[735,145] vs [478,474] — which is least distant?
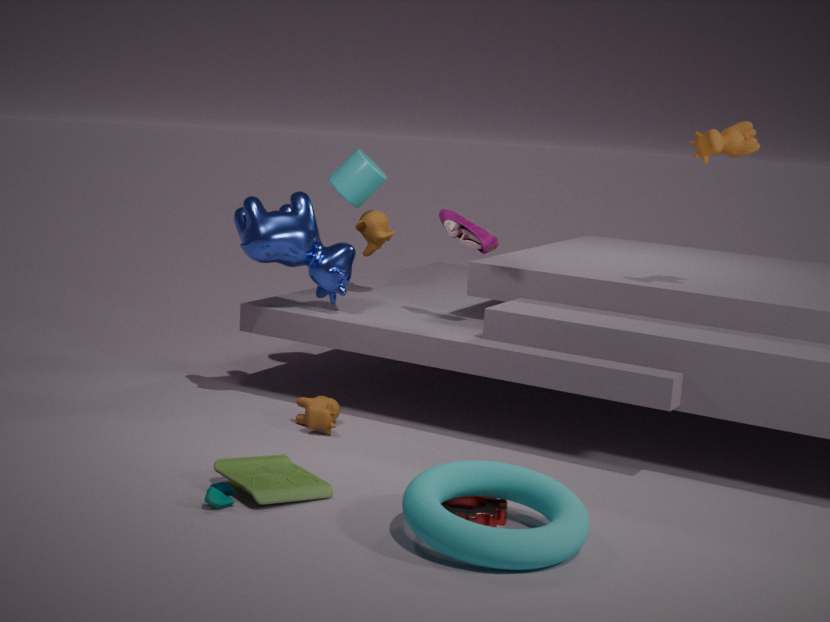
[478,474]
